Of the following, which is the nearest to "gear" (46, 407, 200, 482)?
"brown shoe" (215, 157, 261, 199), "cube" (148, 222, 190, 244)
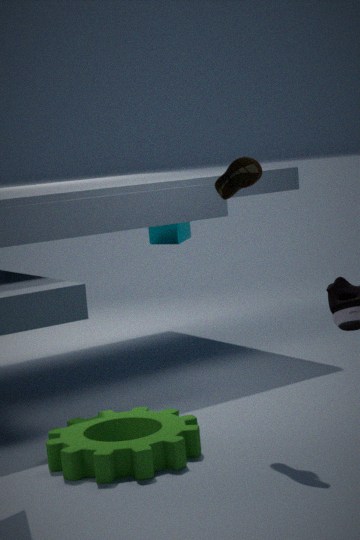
"brown shoe" (215, 157, 261, 199)
